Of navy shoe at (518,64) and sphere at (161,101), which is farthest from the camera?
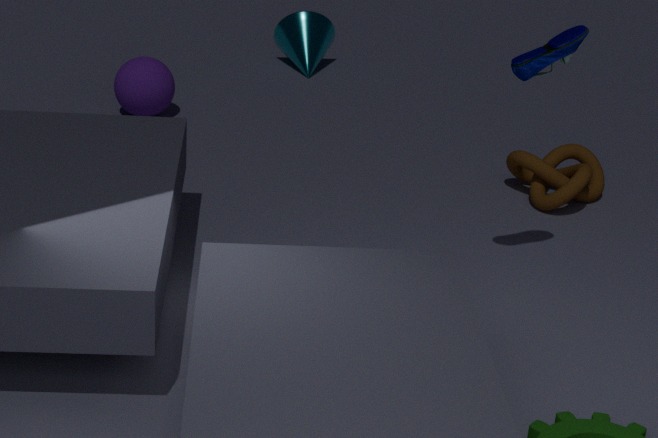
sphere at (161,101)
